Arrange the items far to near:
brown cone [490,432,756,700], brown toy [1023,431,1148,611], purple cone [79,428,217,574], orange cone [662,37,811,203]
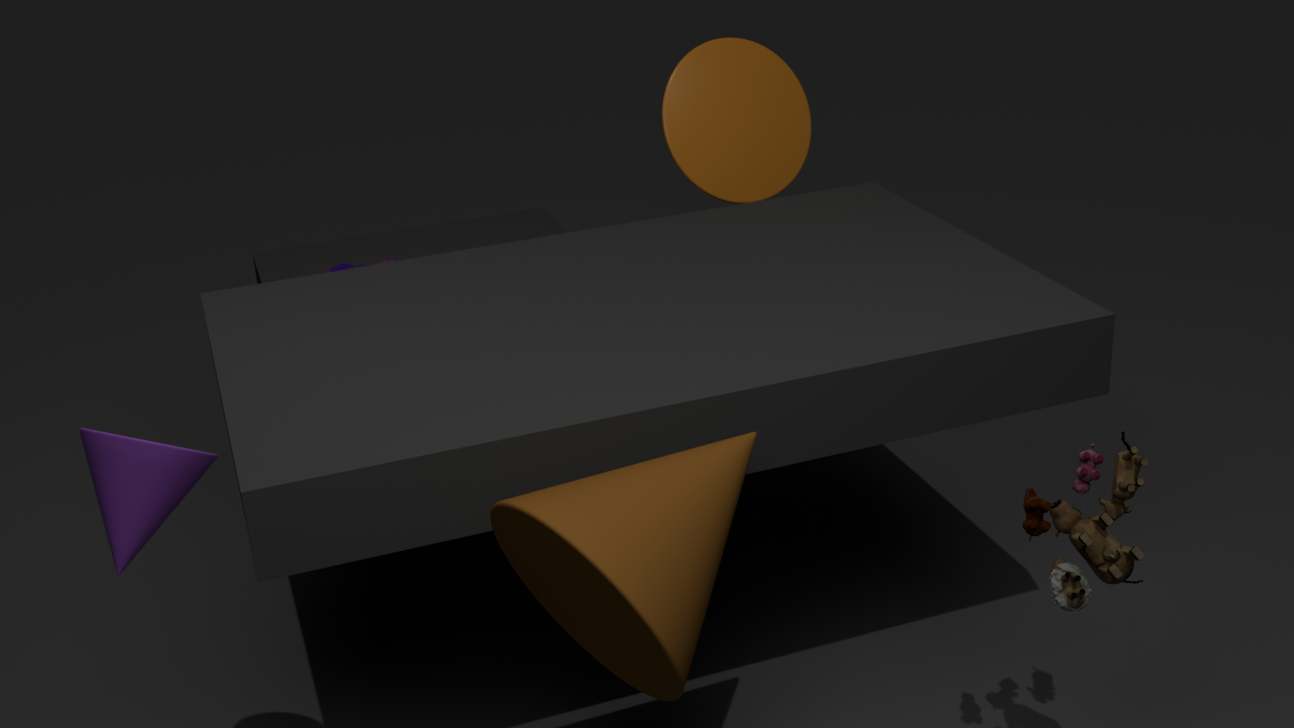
orange cone [662,37,811,203], brown toy [1023,431,1148,611], purple cone [79,428,217,574], brown cone [490,432,756,700]
